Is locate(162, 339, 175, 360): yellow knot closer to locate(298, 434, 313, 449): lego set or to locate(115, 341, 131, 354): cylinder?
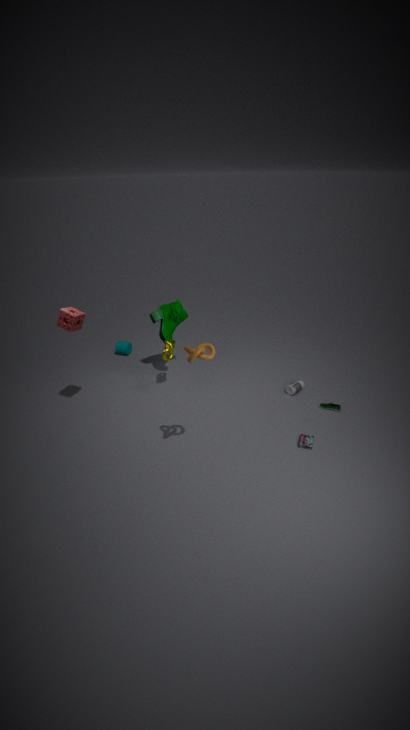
locate(115, 341, 131, 354): cylinder
